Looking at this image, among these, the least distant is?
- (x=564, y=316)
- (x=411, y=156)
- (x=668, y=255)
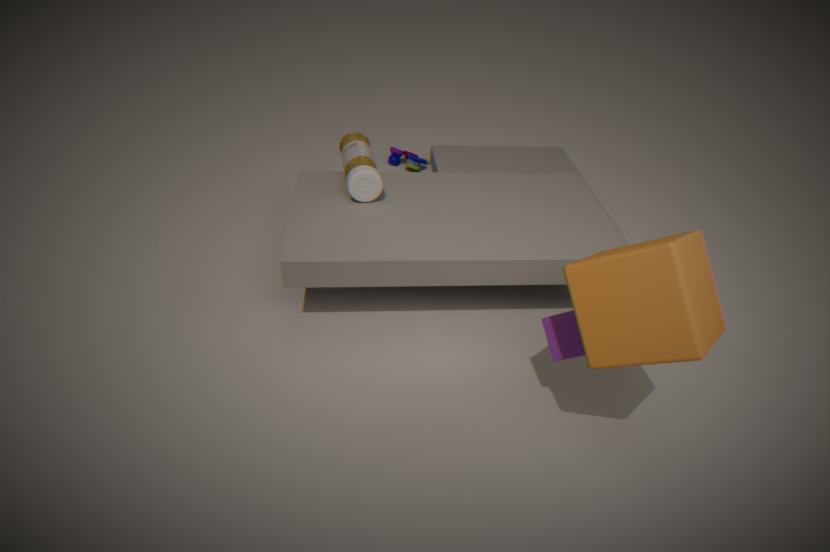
(x=668, y=255)
